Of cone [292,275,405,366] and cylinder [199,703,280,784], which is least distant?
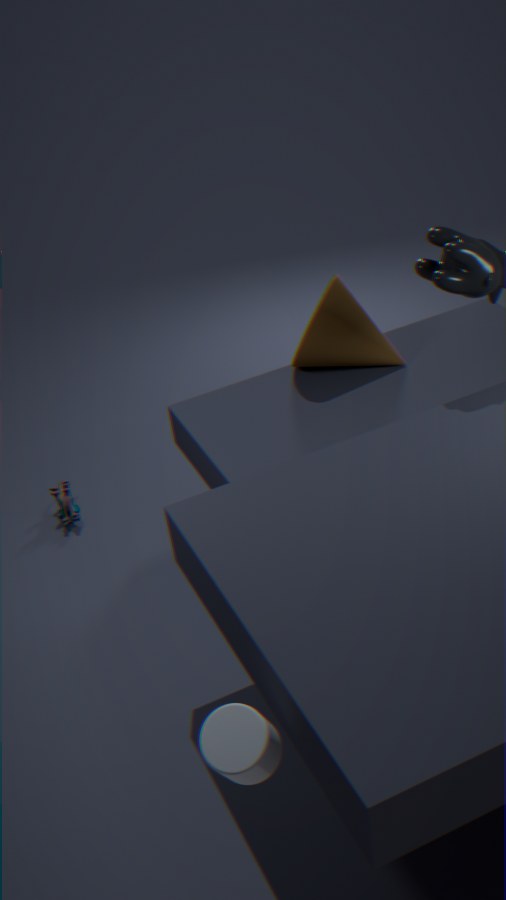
cylinder [199,703,280,784]
